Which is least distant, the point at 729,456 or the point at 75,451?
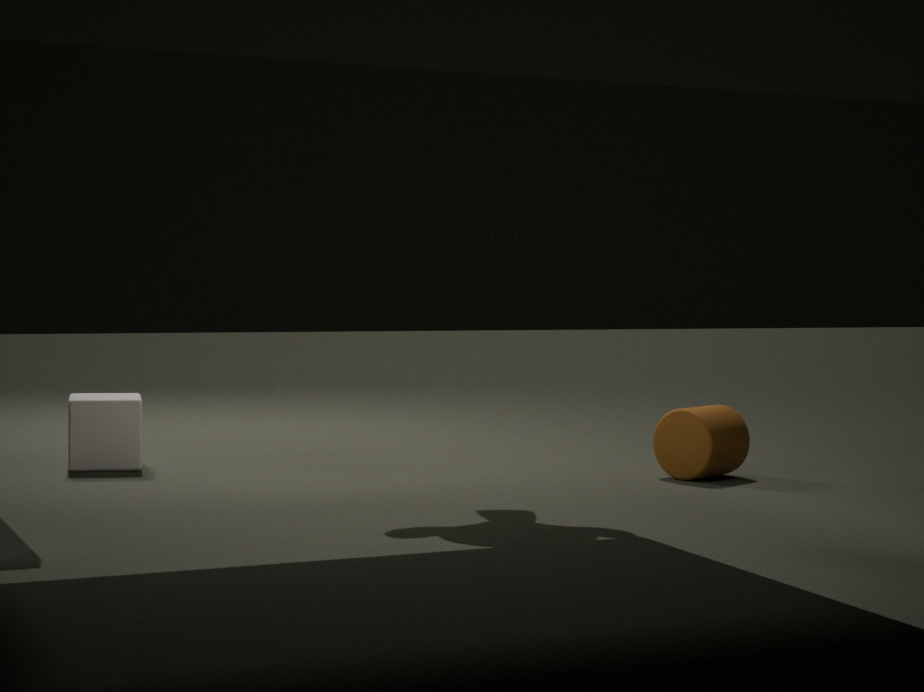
the point at 75,451
